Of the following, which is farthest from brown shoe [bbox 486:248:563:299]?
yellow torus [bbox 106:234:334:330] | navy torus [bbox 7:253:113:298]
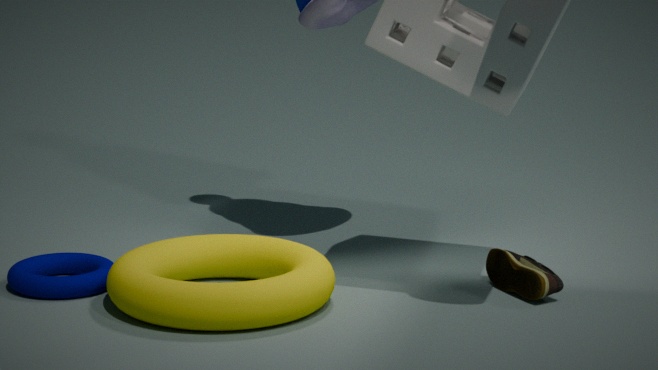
navy torus [bbox 7:253:113:298]
